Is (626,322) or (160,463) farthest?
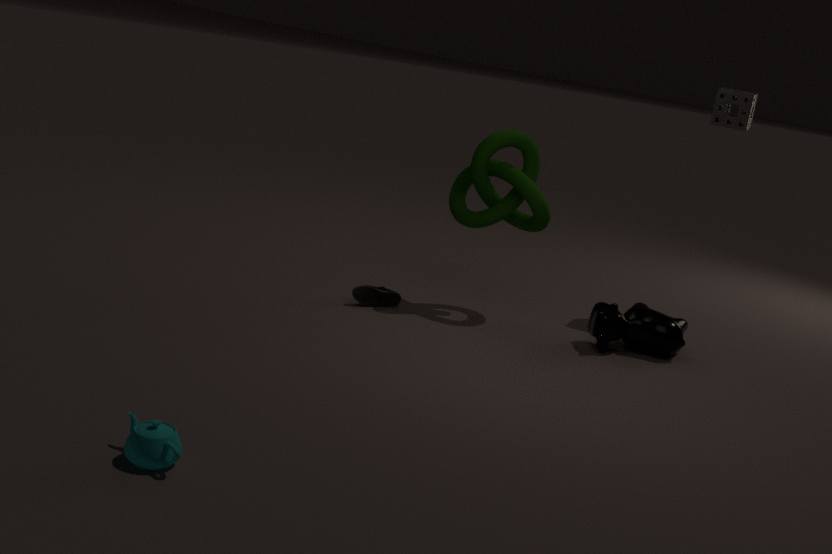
(626,322)
